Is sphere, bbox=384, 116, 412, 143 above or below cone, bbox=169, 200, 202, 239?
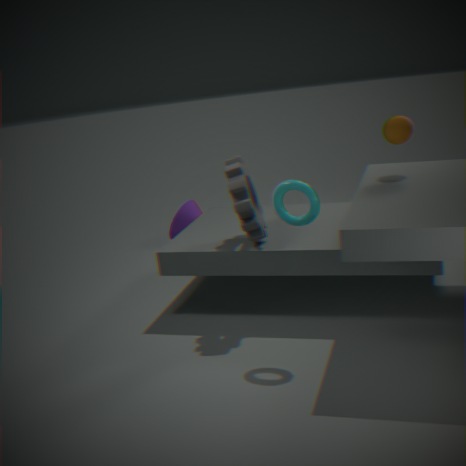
above
